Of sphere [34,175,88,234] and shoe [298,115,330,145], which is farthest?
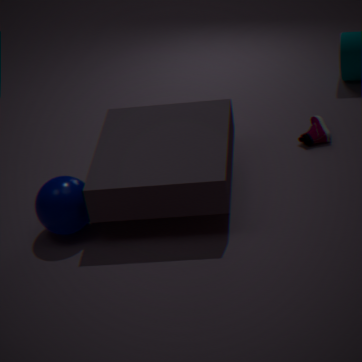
shoe [298,115,330,145]
